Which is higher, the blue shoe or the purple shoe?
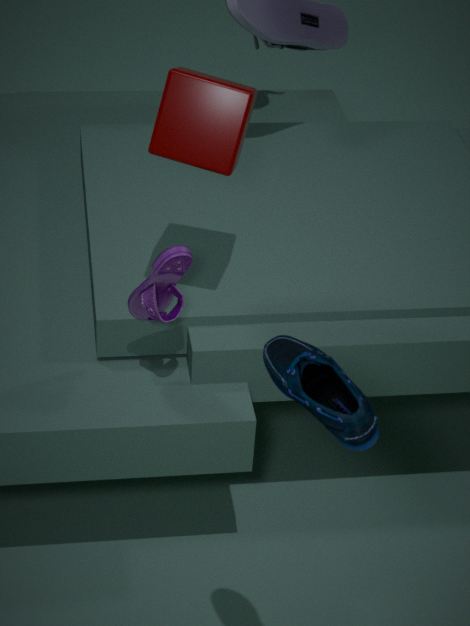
the blue shoe
